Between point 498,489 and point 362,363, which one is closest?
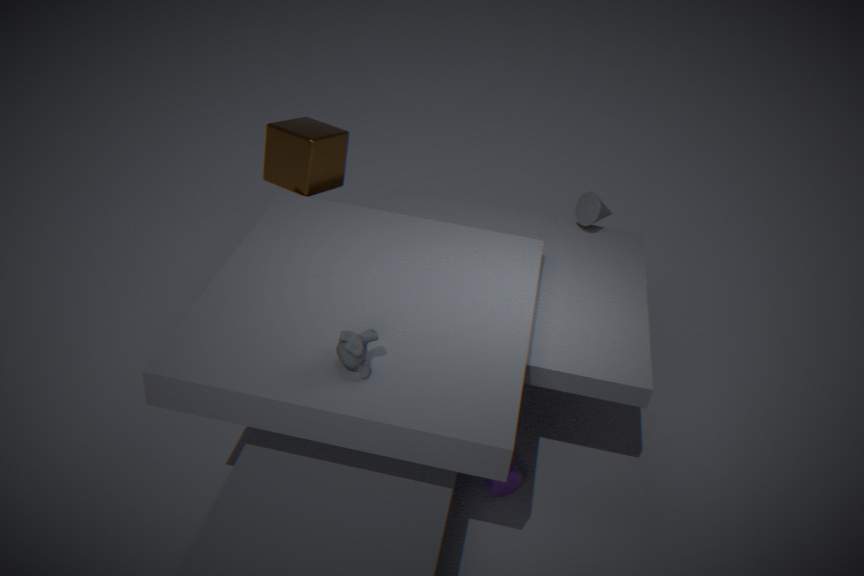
point 362,363
